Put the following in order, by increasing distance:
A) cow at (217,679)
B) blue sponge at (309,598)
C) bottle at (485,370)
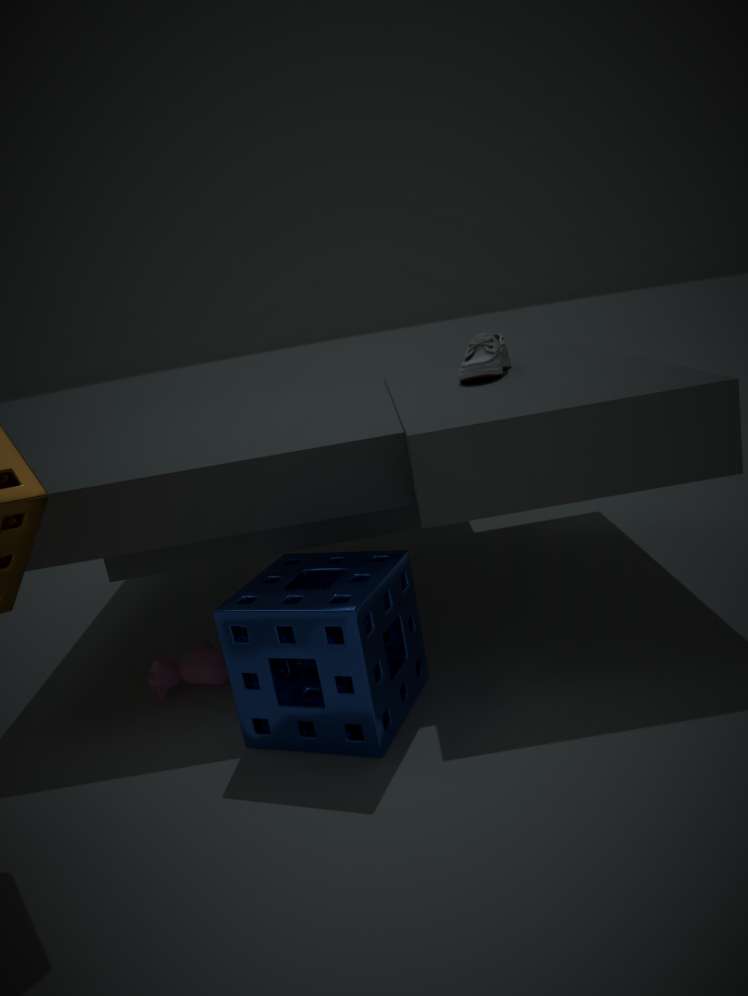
blue sponge at (309,598), cow at (217,679), bottle at (485,370)
